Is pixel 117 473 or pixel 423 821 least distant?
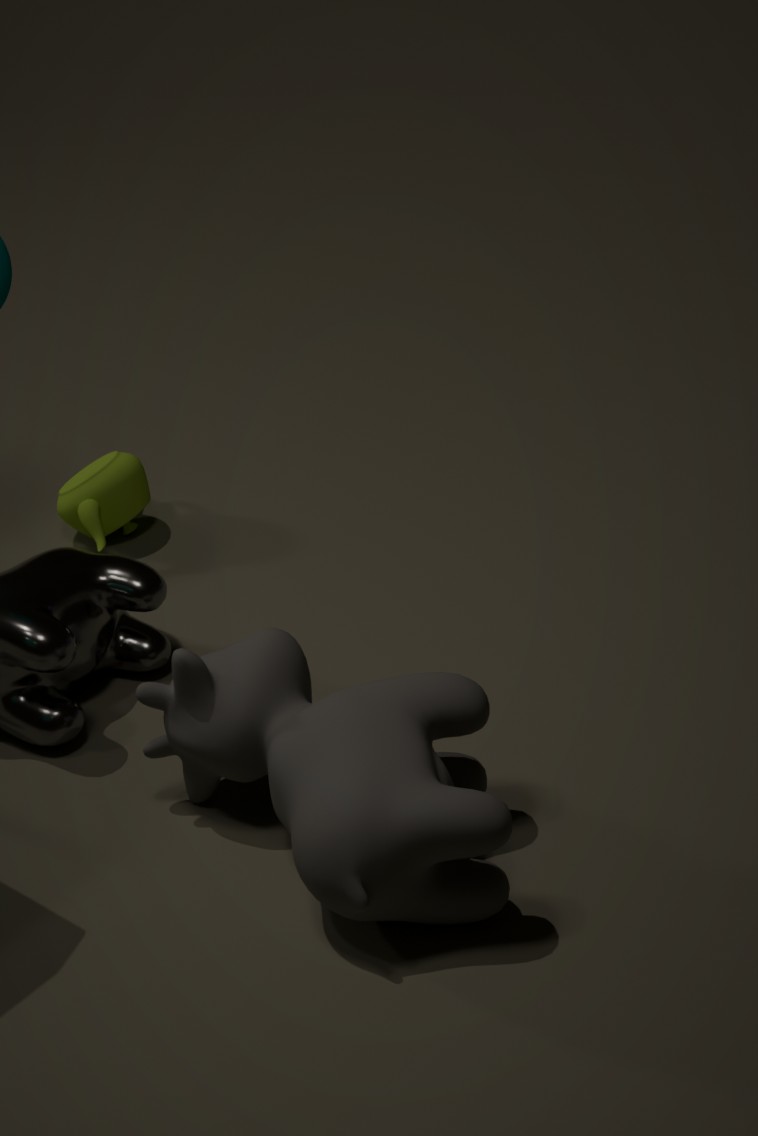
pixel 423 821
